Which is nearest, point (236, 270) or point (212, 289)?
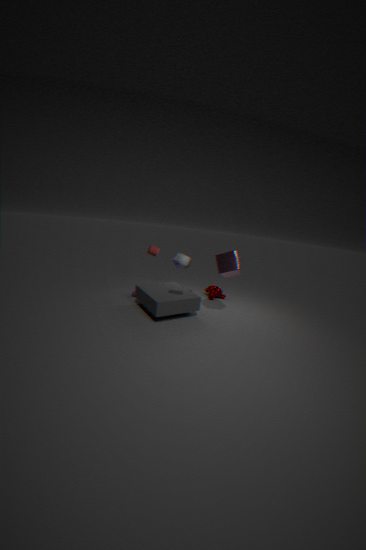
point (236, 270)
